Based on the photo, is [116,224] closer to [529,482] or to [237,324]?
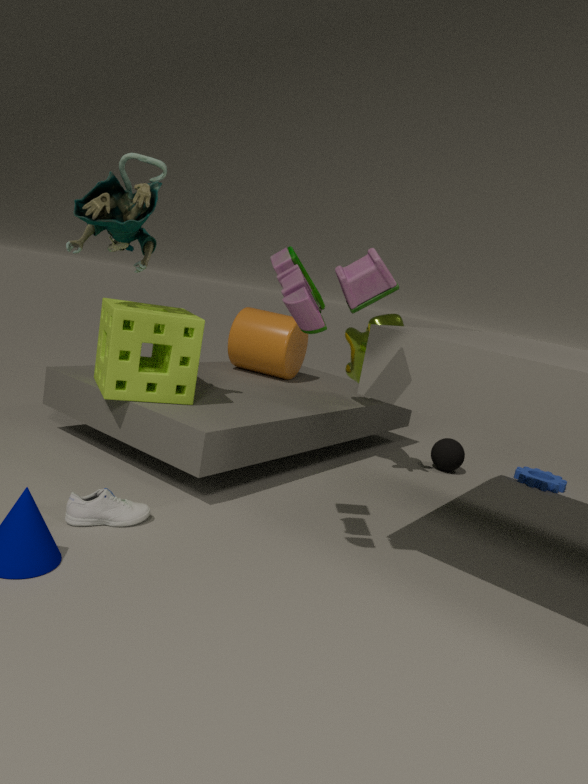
[237,324]
